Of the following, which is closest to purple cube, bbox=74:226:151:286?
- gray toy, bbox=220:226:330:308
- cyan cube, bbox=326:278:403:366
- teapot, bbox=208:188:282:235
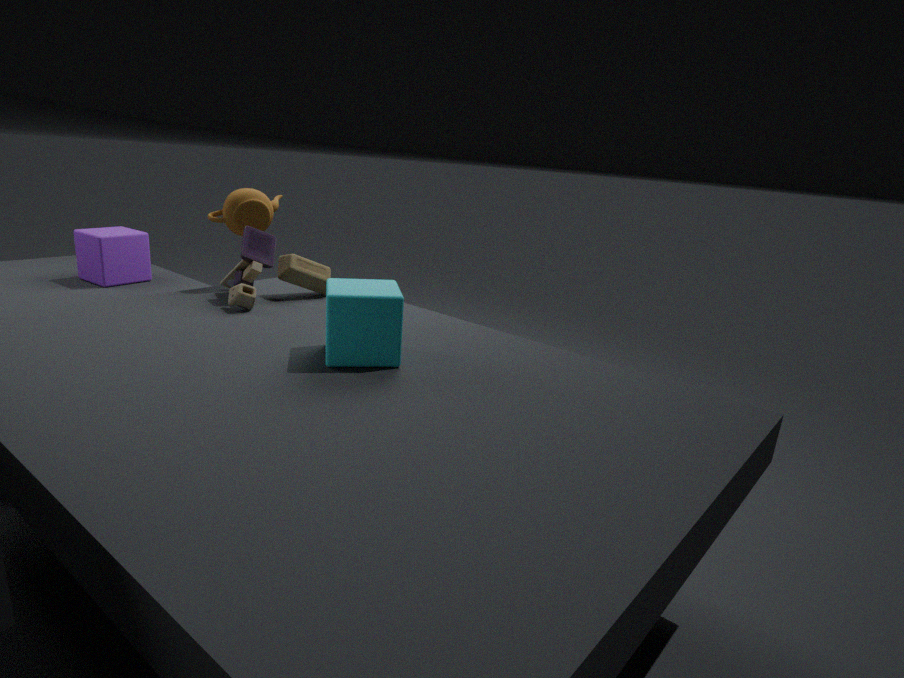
teapot, bbox=208:188:282:235
